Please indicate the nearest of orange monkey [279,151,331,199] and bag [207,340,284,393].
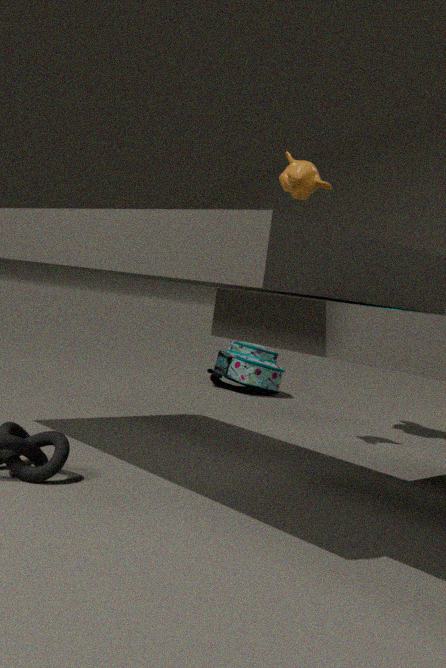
orange monkey [279,151,331,199]
